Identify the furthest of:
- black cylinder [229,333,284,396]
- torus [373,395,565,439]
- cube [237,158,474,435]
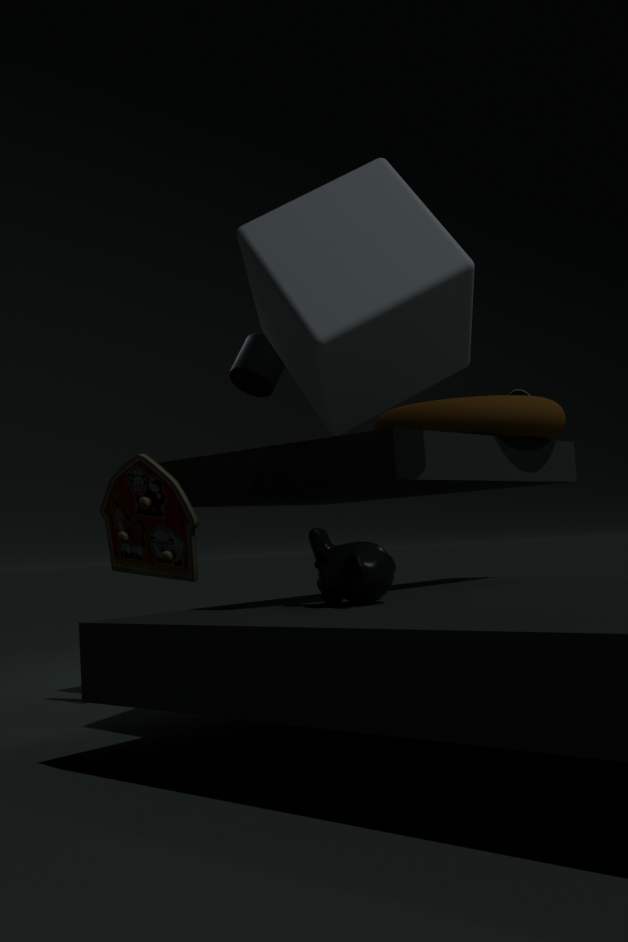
black cylinder [229,333,284,396]
